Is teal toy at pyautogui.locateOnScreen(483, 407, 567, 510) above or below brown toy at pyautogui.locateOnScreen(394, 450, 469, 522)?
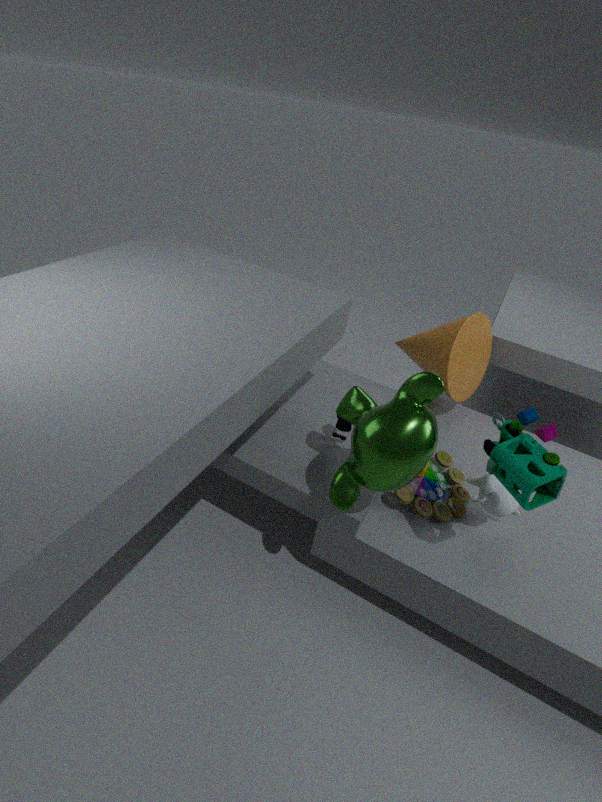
above
